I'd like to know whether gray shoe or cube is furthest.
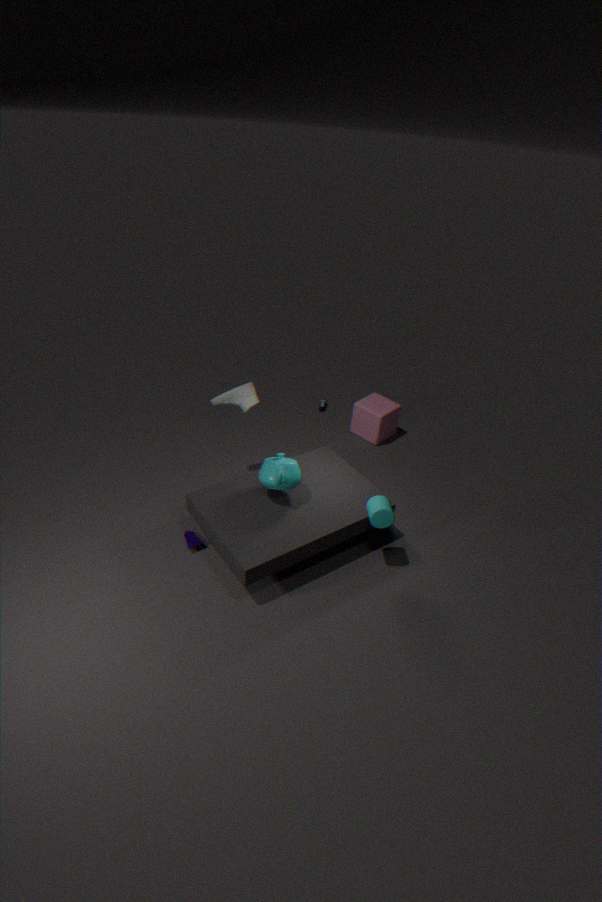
cube
